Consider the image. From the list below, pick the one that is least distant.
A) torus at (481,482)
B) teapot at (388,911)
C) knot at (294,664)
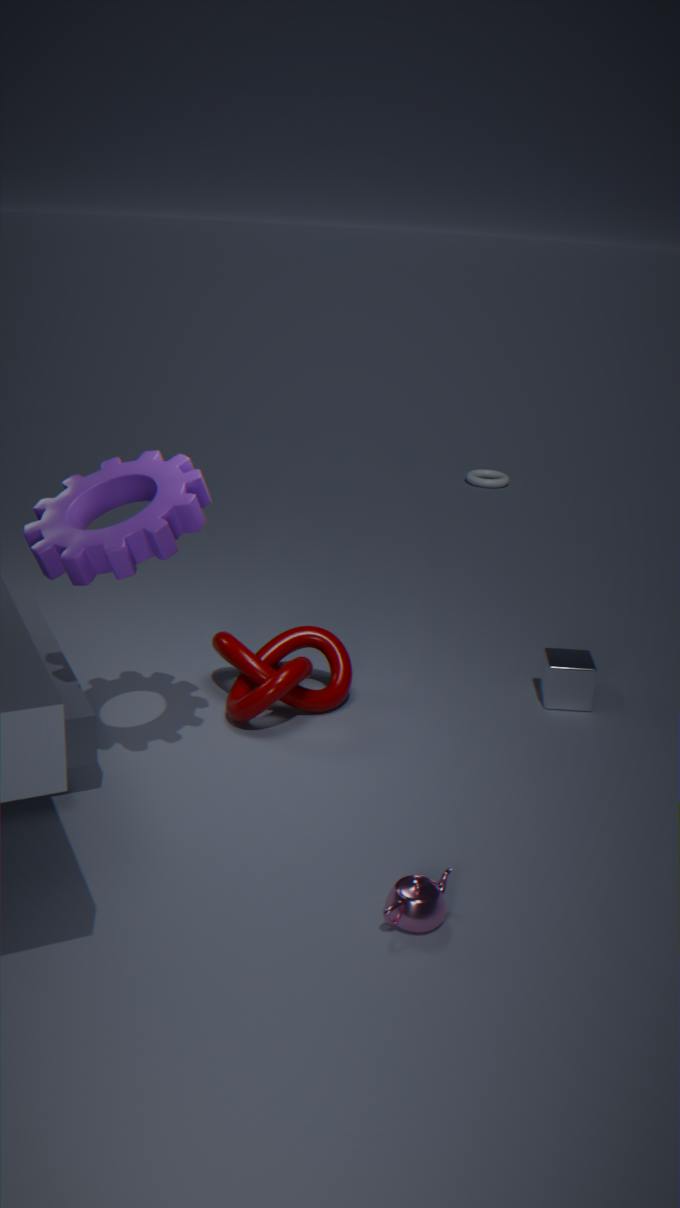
teapot at (388,911)
